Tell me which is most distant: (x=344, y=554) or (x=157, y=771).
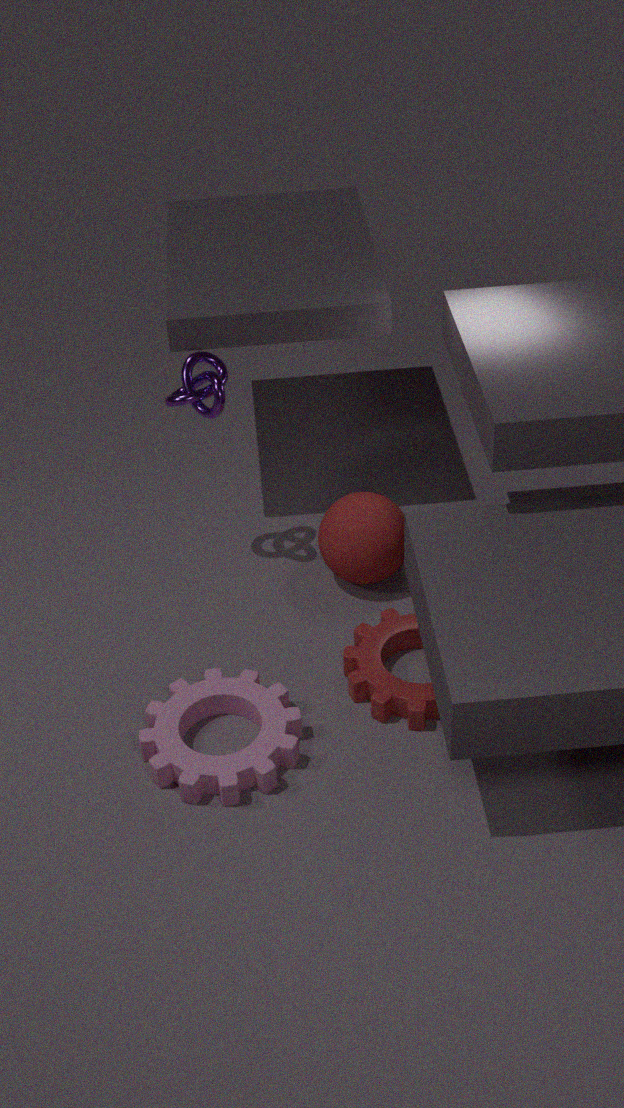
(x=344, y=554)
